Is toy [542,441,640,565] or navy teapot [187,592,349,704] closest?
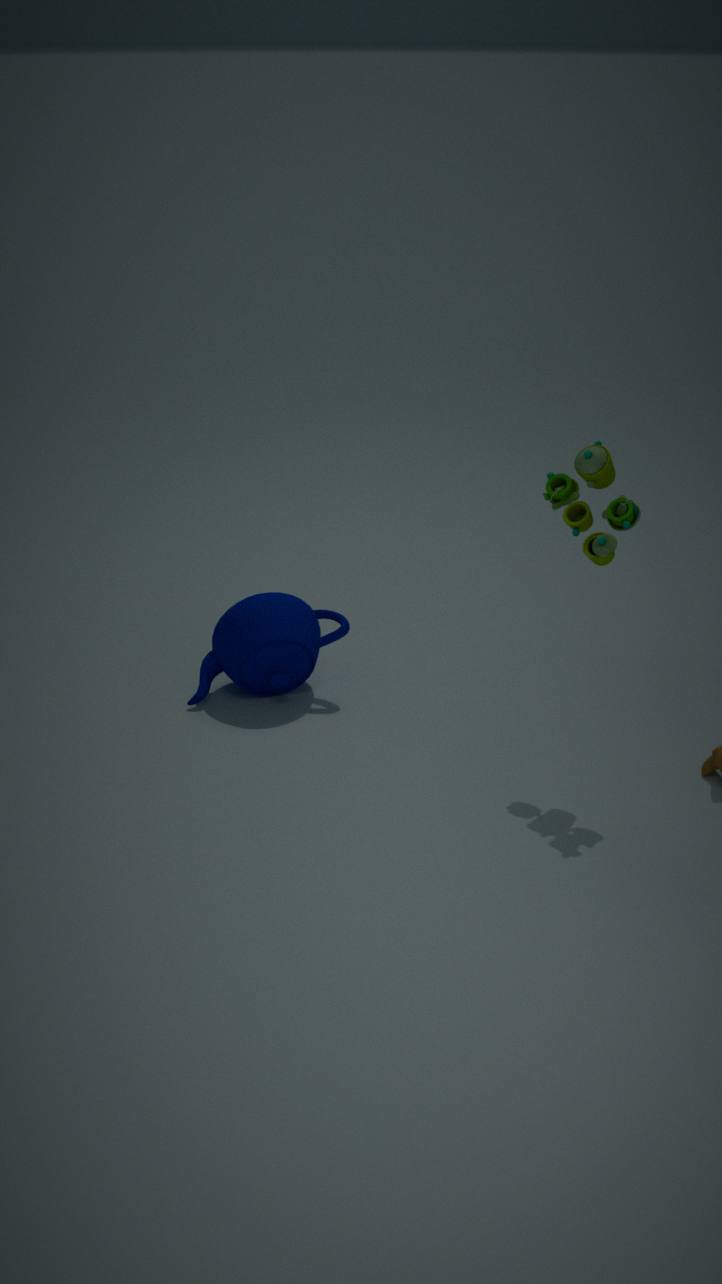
toy [542,441,640,565]
